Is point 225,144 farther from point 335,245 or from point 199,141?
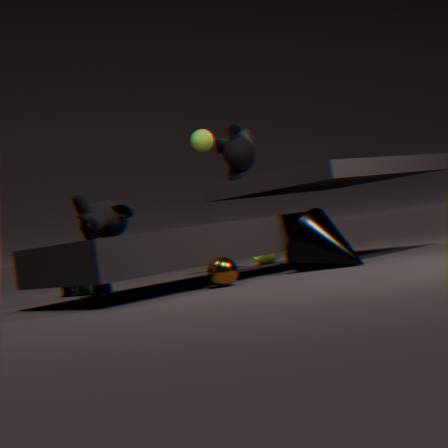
point 335,245
